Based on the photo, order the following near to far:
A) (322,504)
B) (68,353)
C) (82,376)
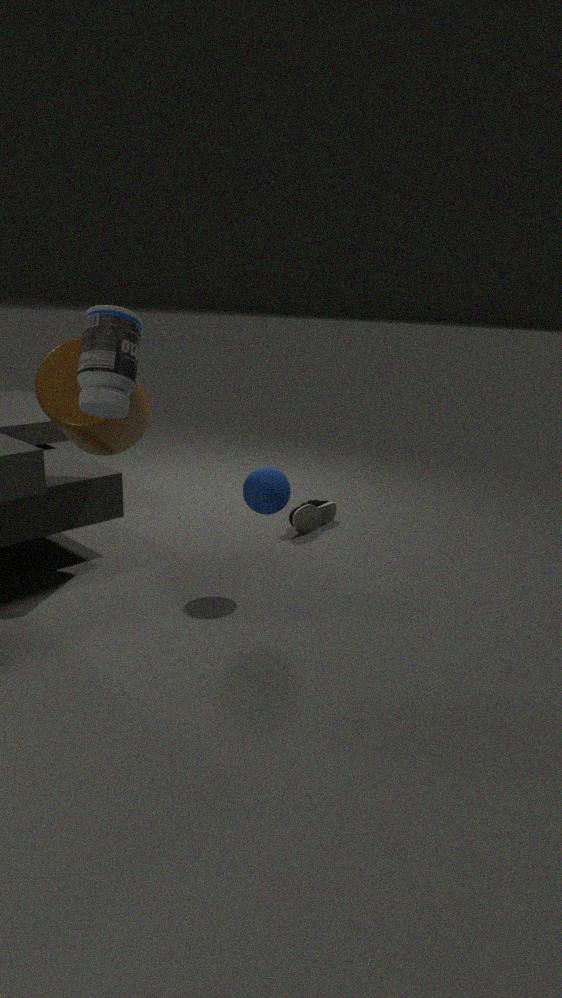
1. (82,376)
2. (68,353)
3. (322,504)
